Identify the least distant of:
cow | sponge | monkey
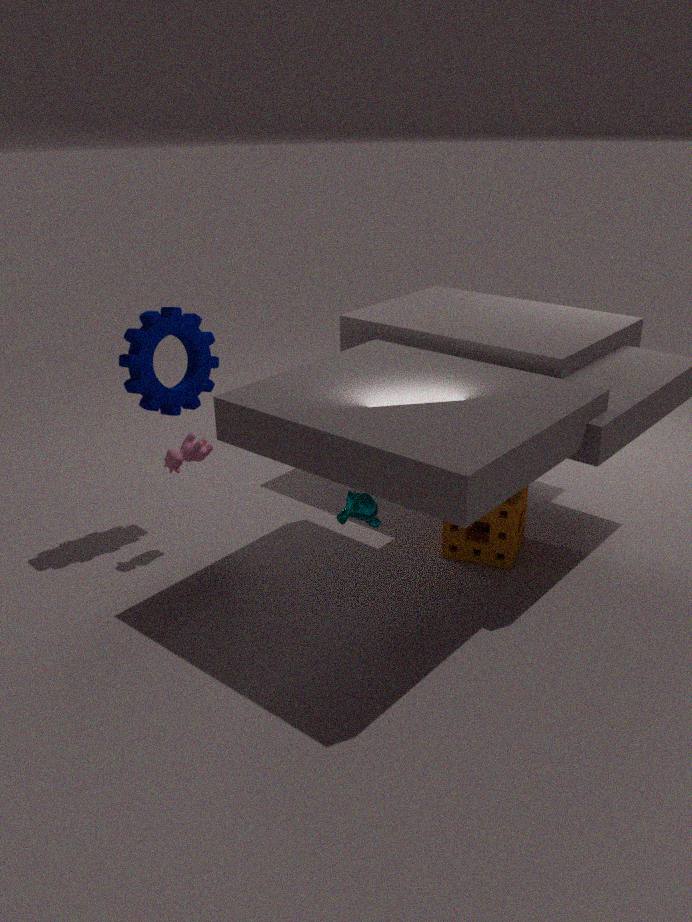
monkey
